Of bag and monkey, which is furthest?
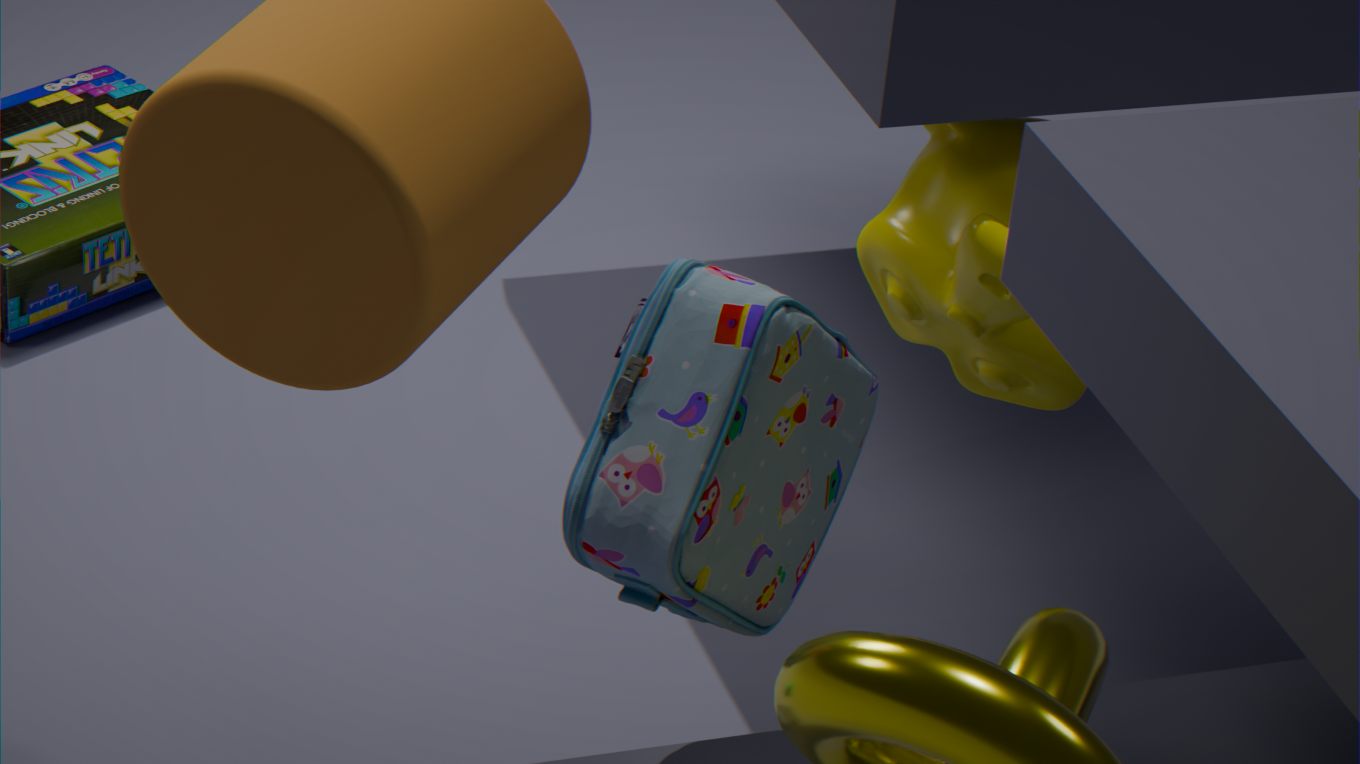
monkey
